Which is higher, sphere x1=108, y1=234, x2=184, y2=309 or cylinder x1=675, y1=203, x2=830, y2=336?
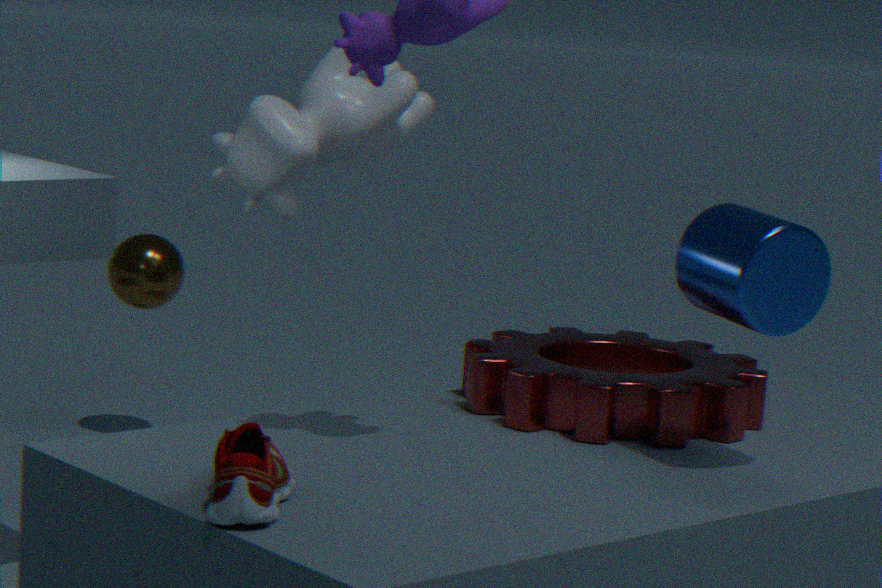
cylinder x1=675, y1=203, x2=830, y2=336
